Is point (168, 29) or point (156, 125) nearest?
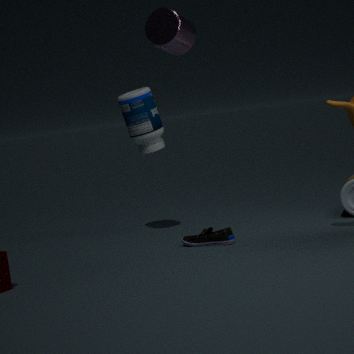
point (168, 29)
